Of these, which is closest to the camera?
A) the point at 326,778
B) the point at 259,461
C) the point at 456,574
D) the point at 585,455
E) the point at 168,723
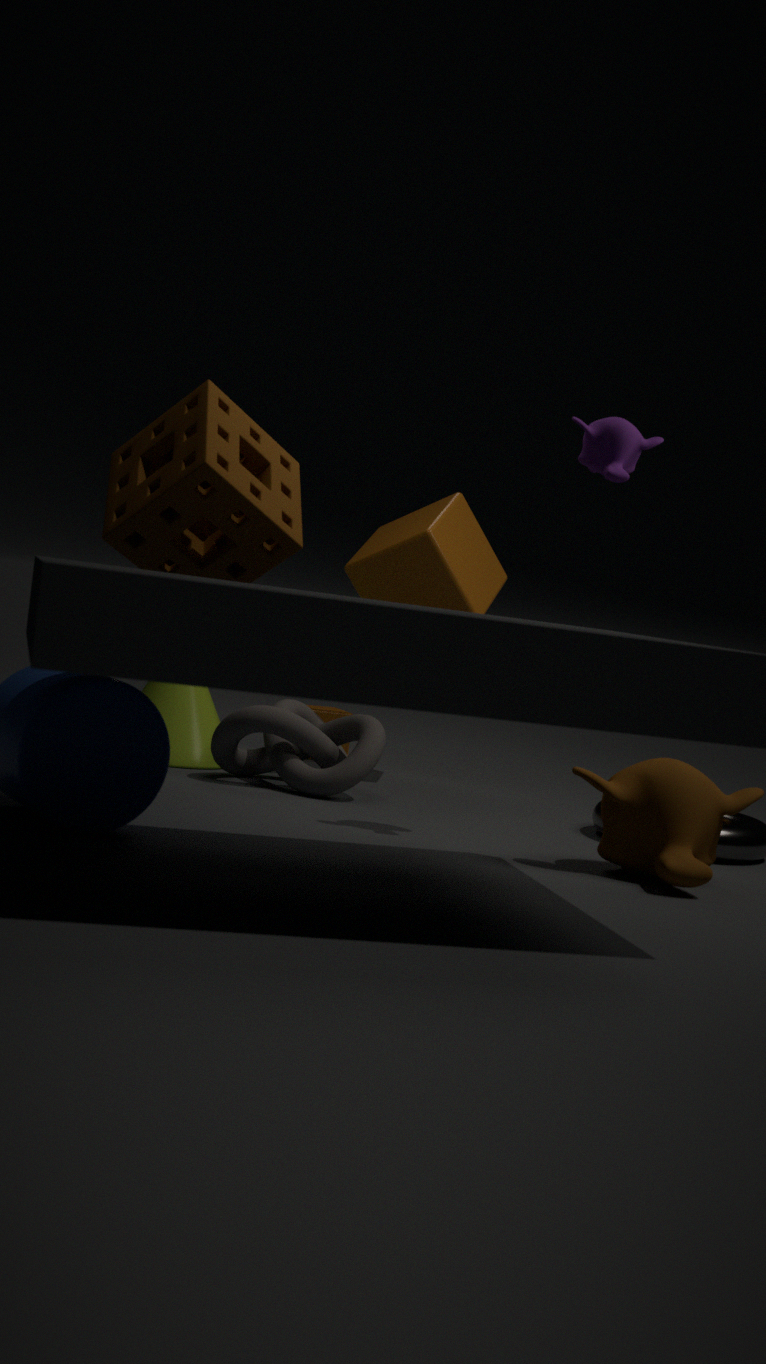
the point at 259,461
